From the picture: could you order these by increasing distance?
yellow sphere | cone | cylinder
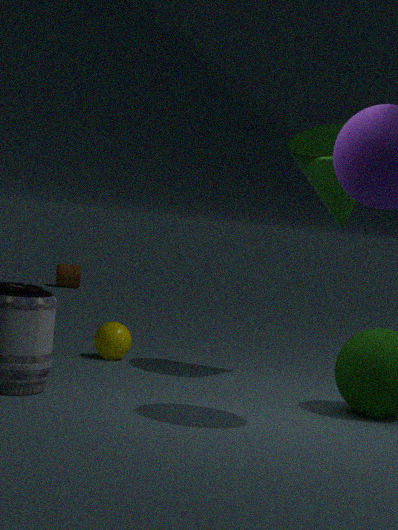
cone
yellow sphere
cylinder
